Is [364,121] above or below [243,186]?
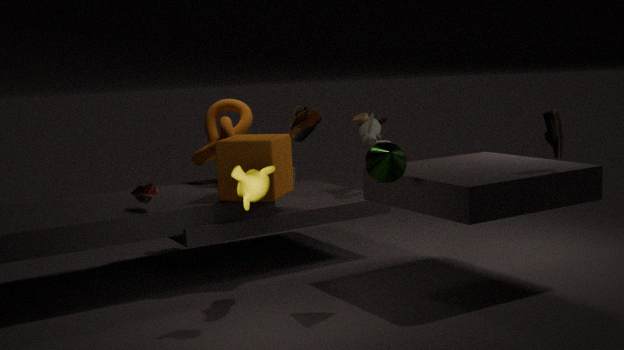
above
